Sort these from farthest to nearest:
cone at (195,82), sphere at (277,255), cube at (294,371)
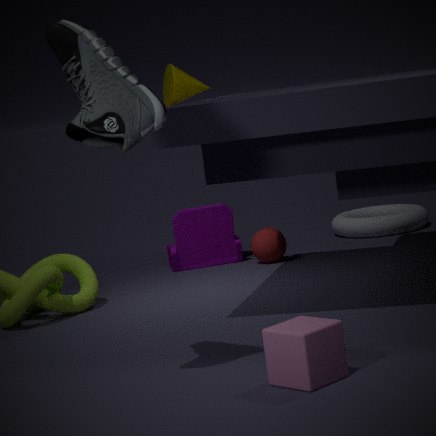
sphere at (277,255)
cone at (195,82)
cube at (294,371)
